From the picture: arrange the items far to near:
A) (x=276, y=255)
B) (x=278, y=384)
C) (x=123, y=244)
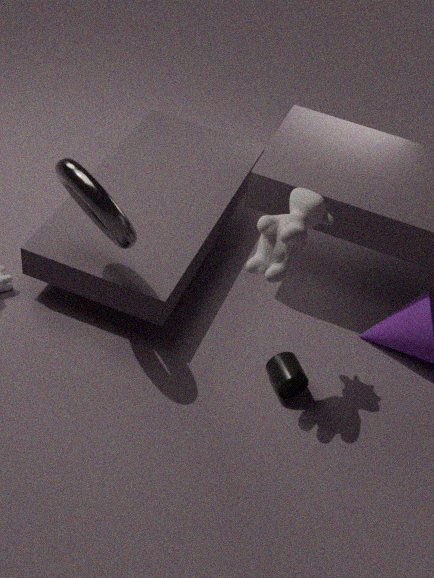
(x=278, y=384) → (x=123, y=244) → (x=276, y=255)
